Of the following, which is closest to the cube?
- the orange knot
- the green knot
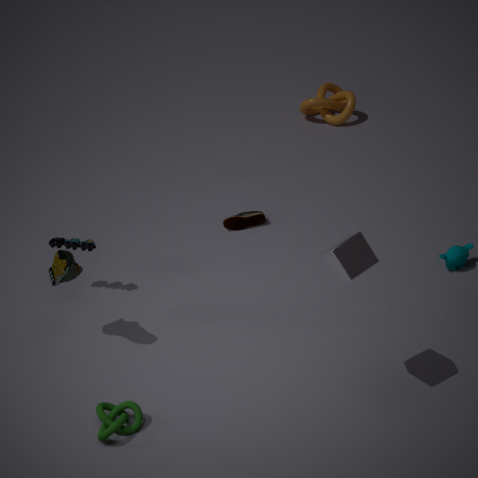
the green knot
